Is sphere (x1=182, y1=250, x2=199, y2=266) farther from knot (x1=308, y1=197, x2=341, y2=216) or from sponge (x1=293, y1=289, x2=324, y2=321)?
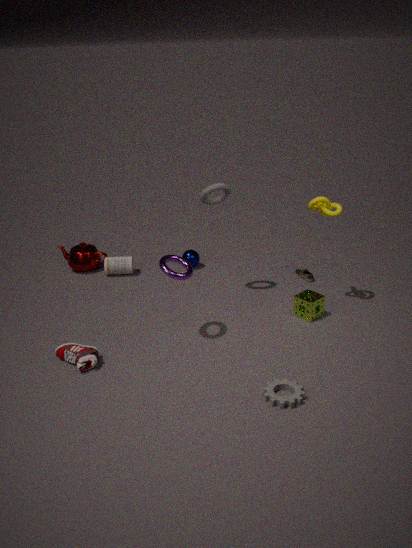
knot (x1=308, y1=197, x2=341, y2=216)
